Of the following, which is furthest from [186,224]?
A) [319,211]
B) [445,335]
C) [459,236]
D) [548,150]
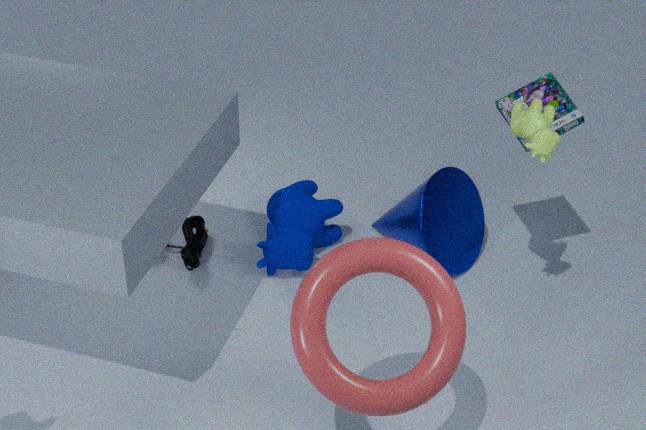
[548,150]
